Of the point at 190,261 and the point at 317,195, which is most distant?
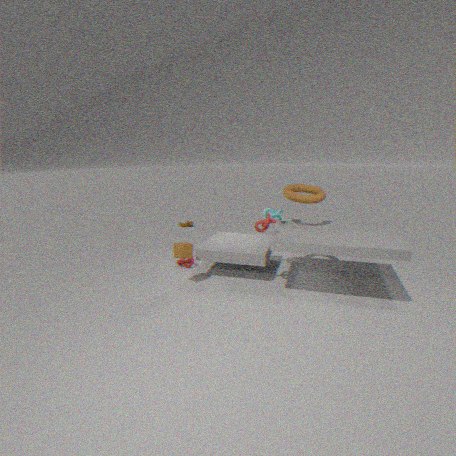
the point at 190,261
